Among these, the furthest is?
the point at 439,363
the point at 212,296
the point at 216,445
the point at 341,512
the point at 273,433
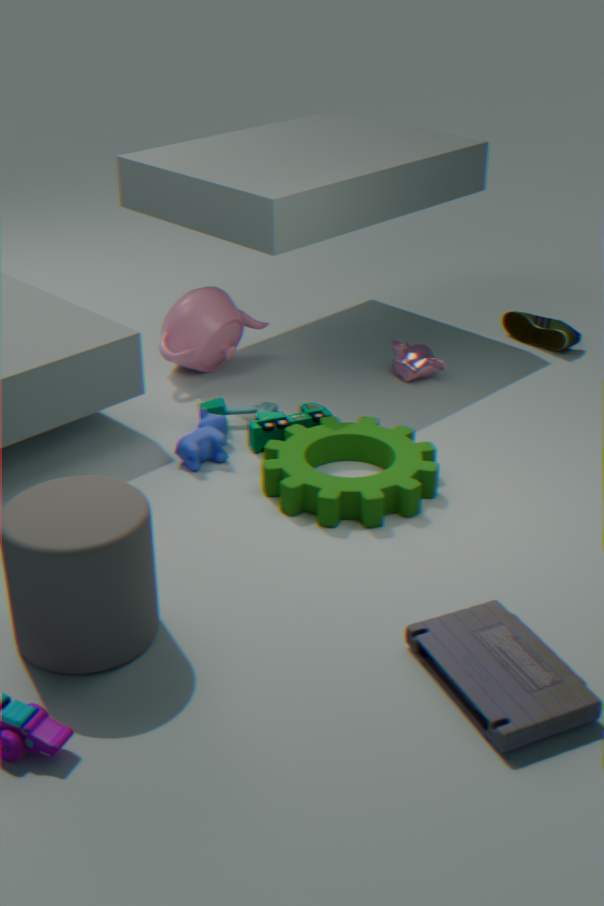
the point at 212,296
